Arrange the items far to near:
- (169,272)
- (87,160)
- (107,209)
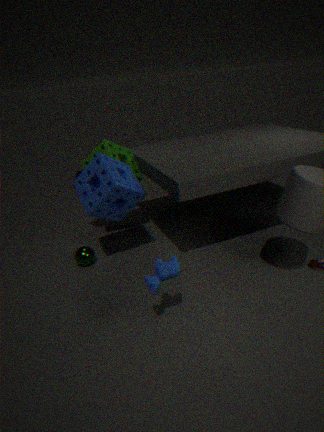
1. (87,160)
2. (107,209)
3. (169,272)
